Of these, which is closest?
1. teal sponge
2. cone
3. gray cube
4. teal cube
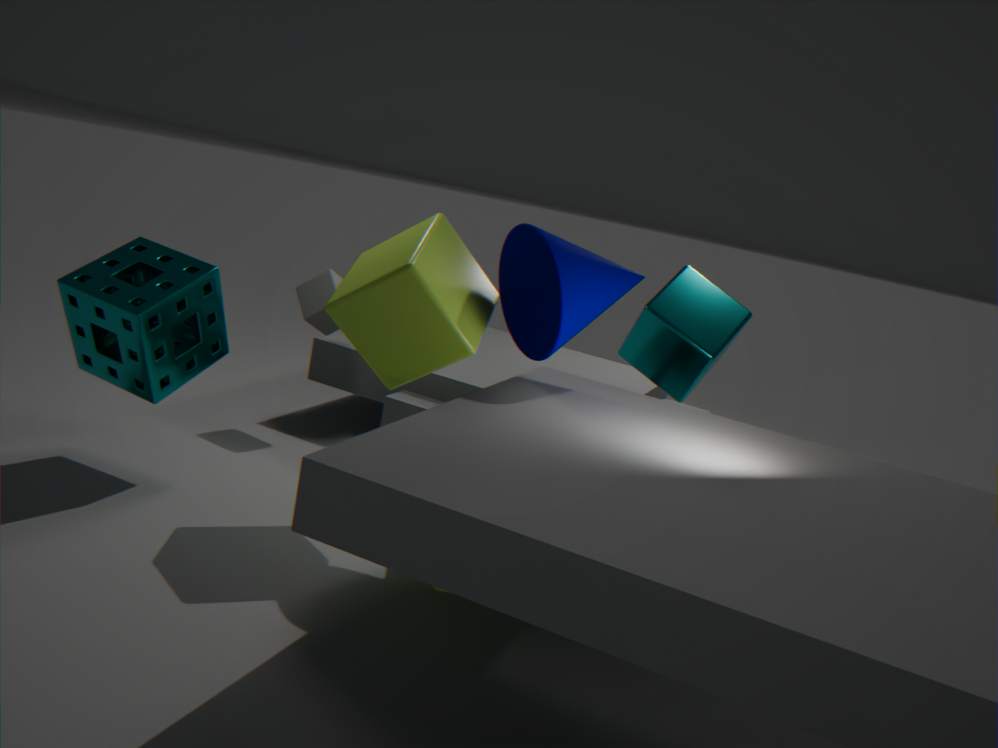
cone
